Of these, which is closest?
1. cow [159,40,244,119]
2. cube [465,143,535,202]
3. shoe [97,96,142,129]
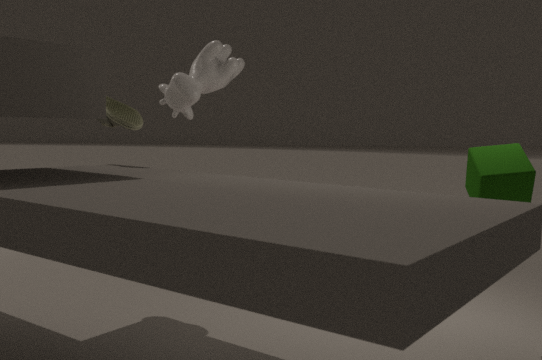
cube [465,143,535,202]
